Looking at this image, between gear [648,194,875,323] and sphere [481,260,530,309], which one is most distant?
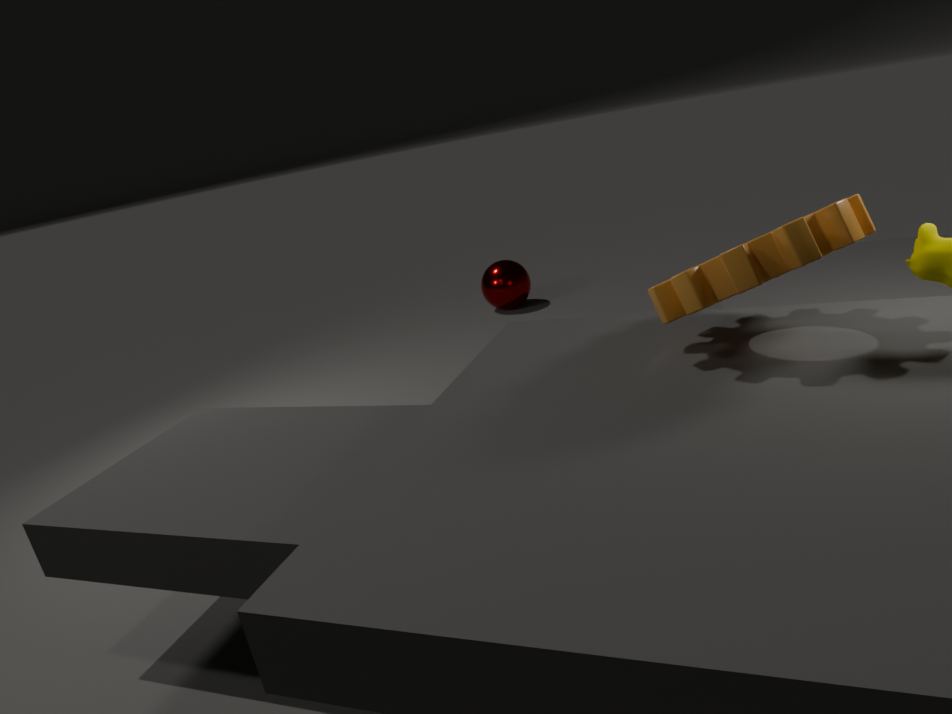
sphere [481,260,530,309]
